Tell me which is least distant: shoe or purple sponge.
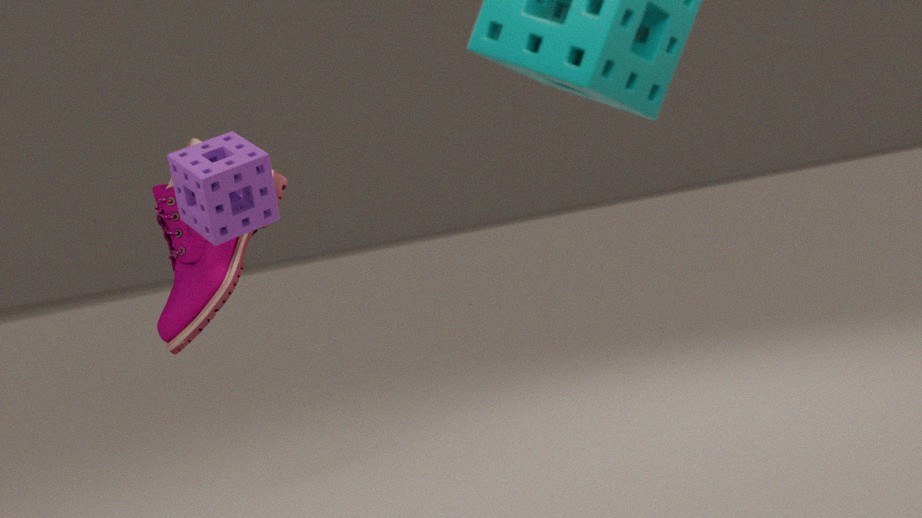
purple sponge
